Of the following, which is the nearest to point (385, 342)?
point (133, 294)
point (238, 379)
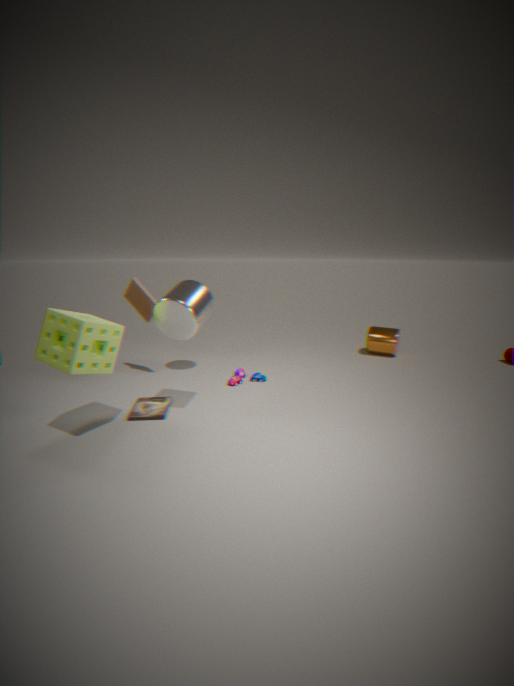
point (238, 379)
